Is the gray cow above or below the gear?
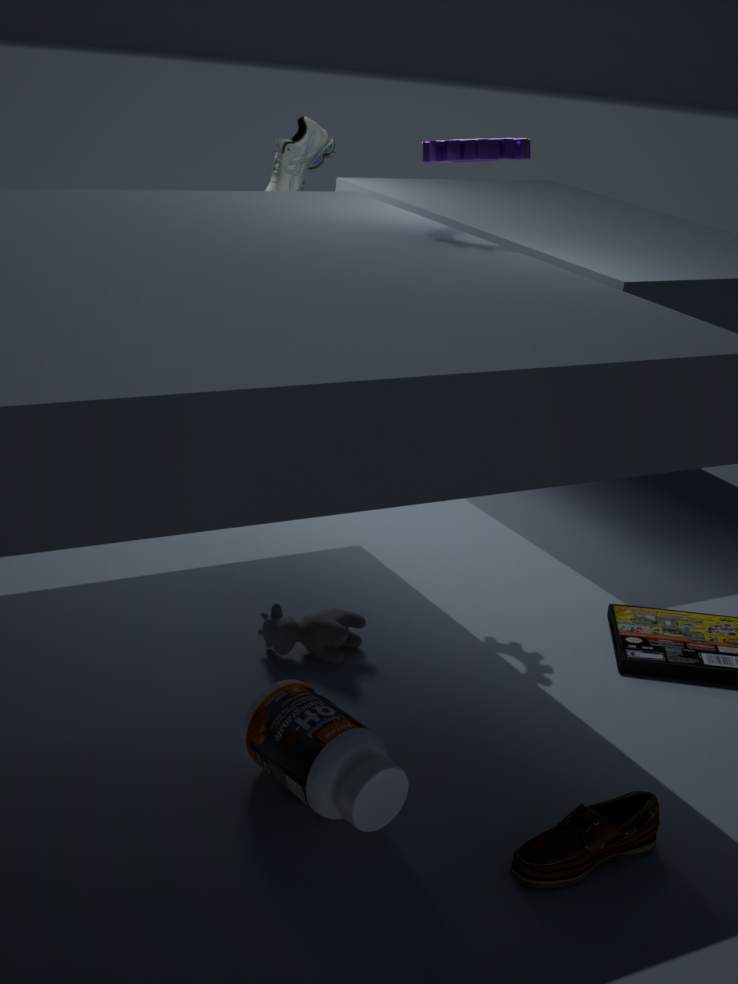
below
